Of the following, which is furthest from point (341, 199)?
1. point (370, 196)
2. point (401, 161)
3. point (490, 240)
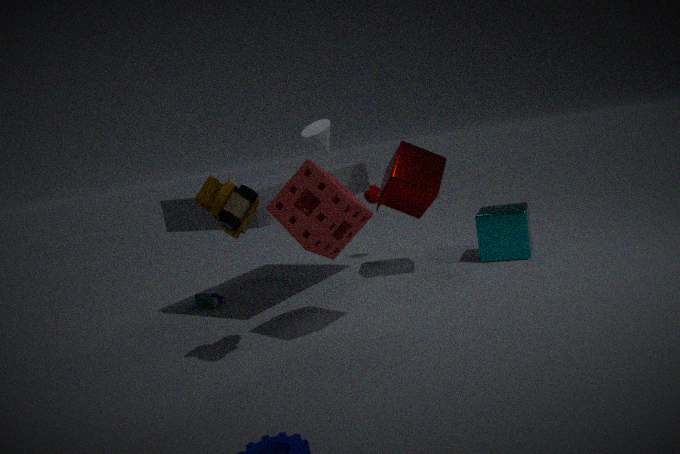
point (490, 240)
